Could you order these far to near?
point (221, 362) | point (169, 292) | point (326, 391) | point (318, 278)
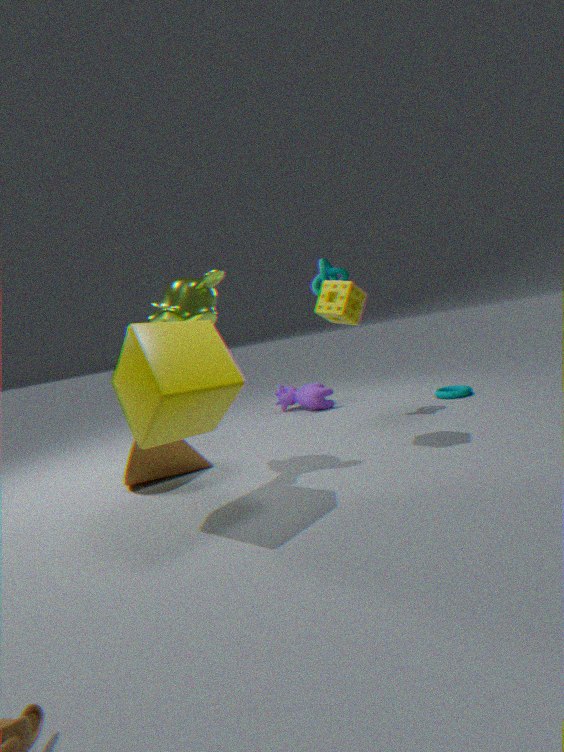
point (326, 391)
point (318, 278)
point (169, 292)
point (221, 362)
